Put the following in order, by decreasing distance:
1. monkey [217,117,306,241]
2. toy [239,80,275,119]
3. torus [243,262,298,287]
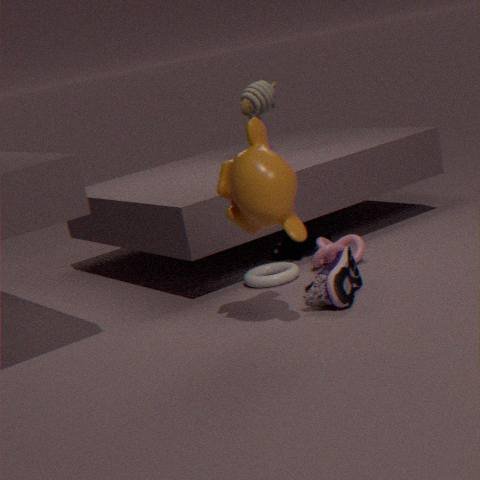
toy [239,80,275,119] < torus [243,262,298,287] < monkey [217,117,306,241]
